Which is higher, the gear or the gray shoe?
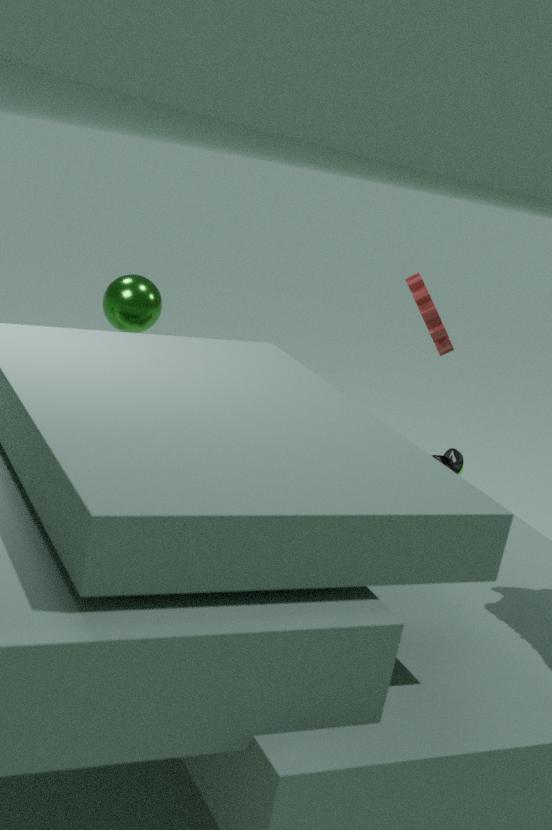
the gear
